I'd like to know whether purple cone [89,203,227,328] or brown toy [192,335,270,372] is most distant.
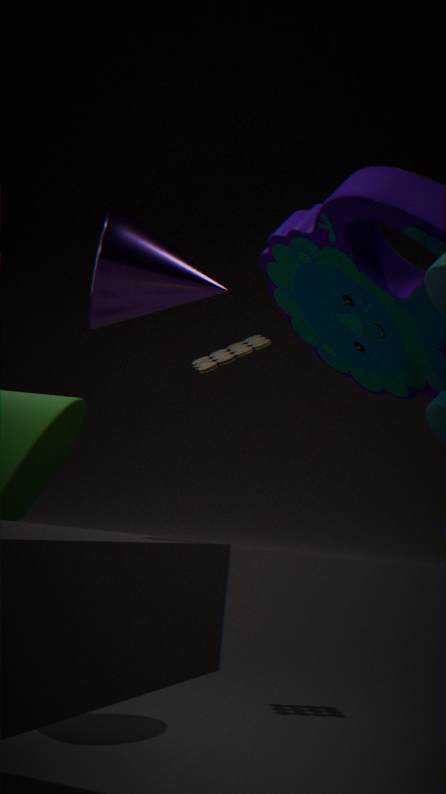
brown toy [192,335,270,372]
